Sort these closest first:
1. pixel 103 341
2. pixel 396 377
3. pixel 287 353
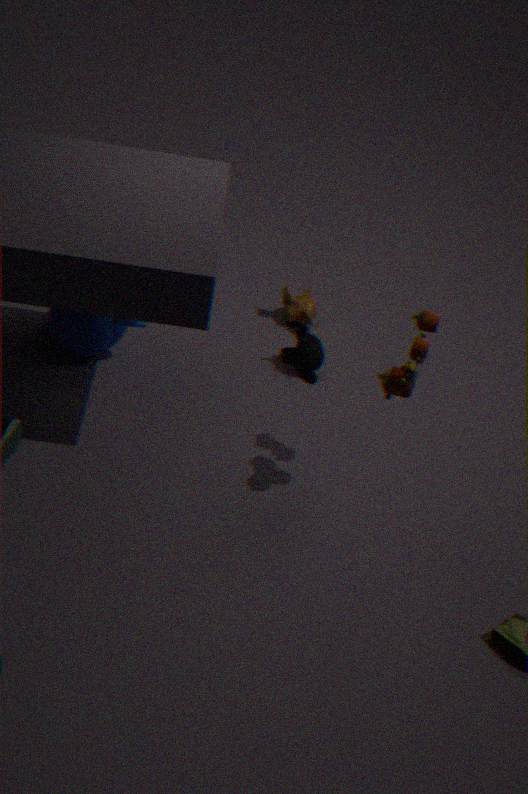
pixel 396 377
pixel 103 341
pixel 287 353
